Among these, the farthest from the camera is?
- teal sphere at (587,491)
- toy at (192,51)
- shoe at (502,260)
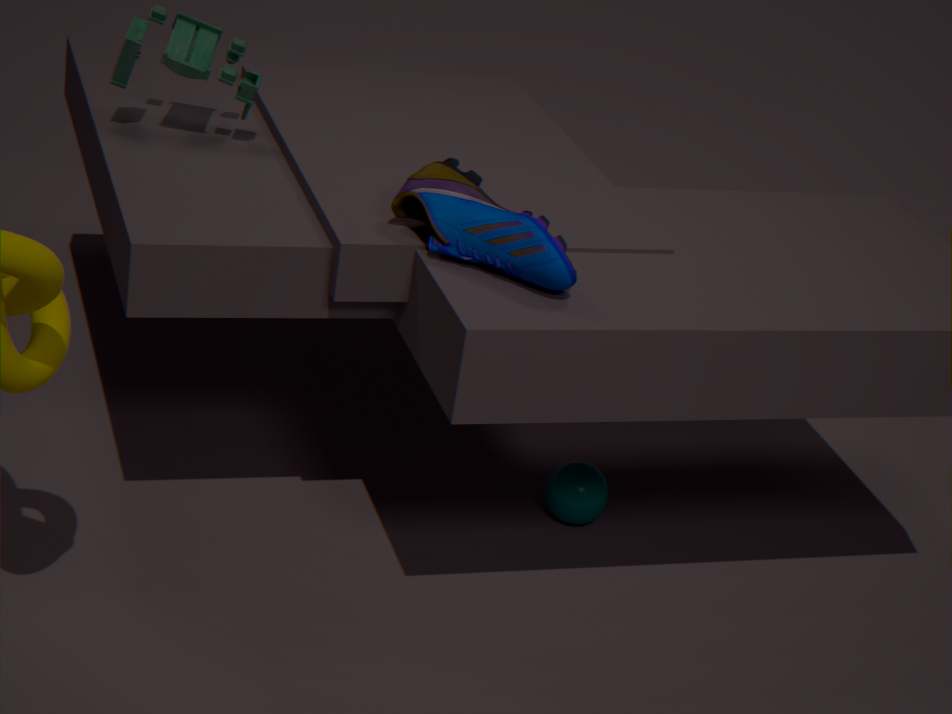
teal sphere at (587,491)
